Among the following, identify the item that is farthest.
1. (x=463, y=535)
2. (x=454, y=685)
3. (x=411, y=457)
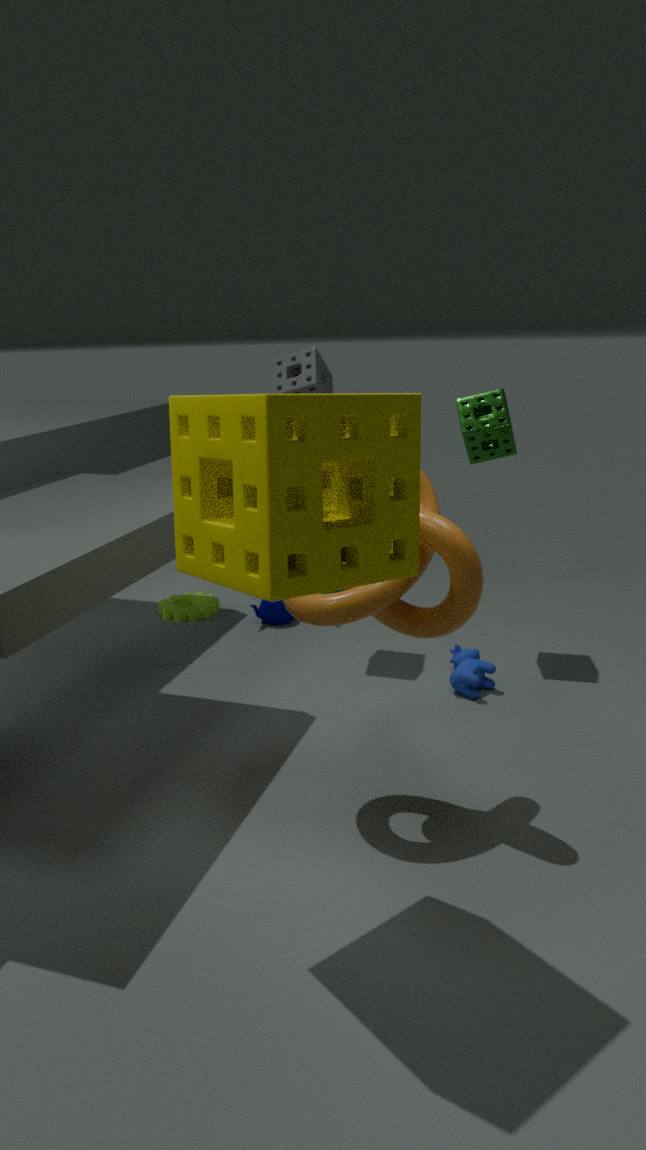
(x=454, y=685)
